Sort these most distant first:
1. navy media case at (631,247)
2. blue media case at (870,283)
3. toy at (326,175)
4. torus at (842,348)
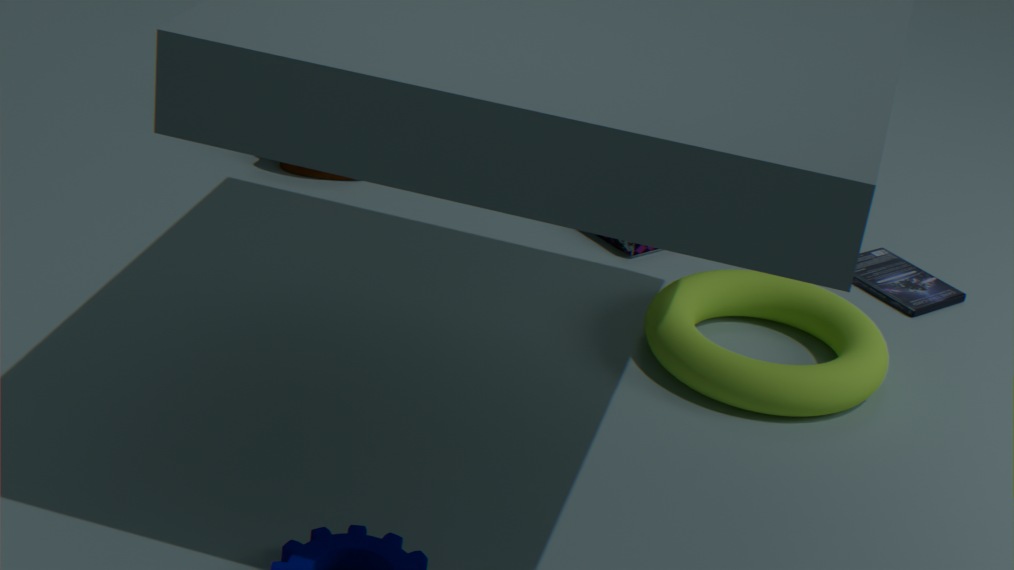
1. toy at (326,175)
2. navy media case at (631,247)
3. blue media case at (870,283)
4. torus at (842,348)
